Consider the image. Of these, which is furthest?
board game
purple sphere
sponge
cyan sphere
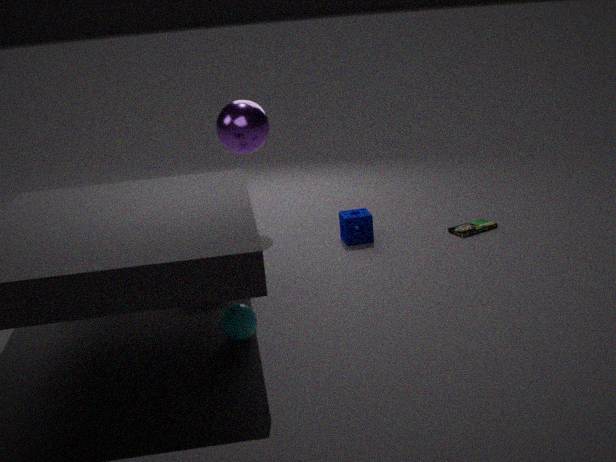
purple sphere
